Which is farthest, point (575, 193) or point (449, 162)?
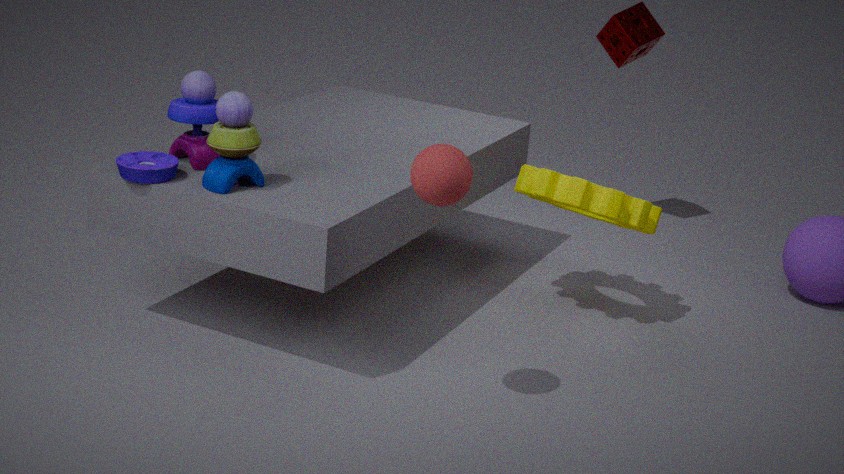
point (575, 193)
